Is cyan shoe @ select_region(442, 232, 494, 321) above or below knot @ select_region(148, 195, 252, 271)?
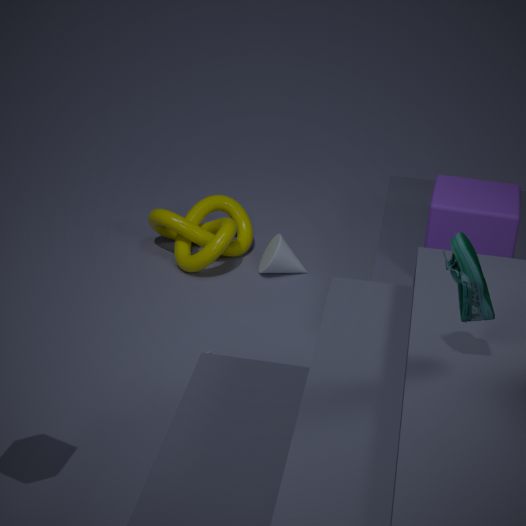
above
